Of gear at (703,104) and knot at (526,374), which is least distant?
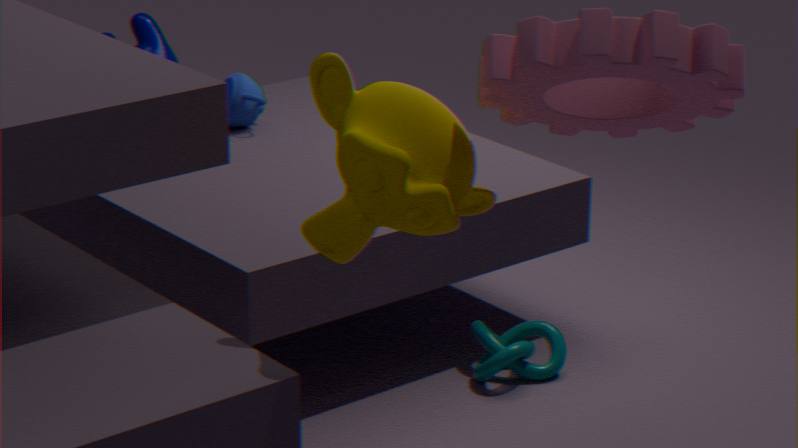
gear at (703,104)
